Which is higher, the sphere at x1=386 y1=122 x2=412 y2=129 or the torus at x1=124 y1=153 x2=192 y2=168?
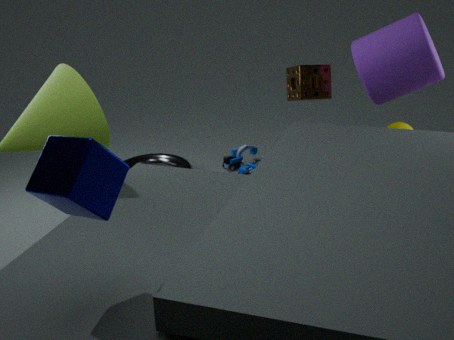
the sphere at x1=386 y1=122 x2=412 y2=129
